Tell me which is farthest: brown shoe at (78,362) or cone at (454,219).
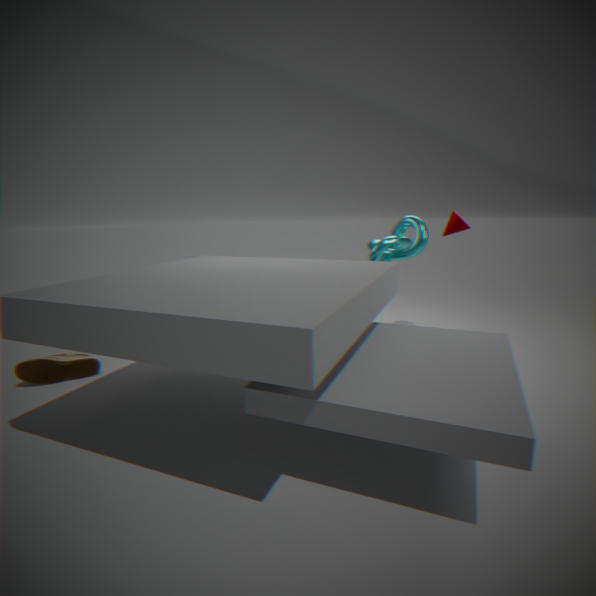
cone at (454,219)
